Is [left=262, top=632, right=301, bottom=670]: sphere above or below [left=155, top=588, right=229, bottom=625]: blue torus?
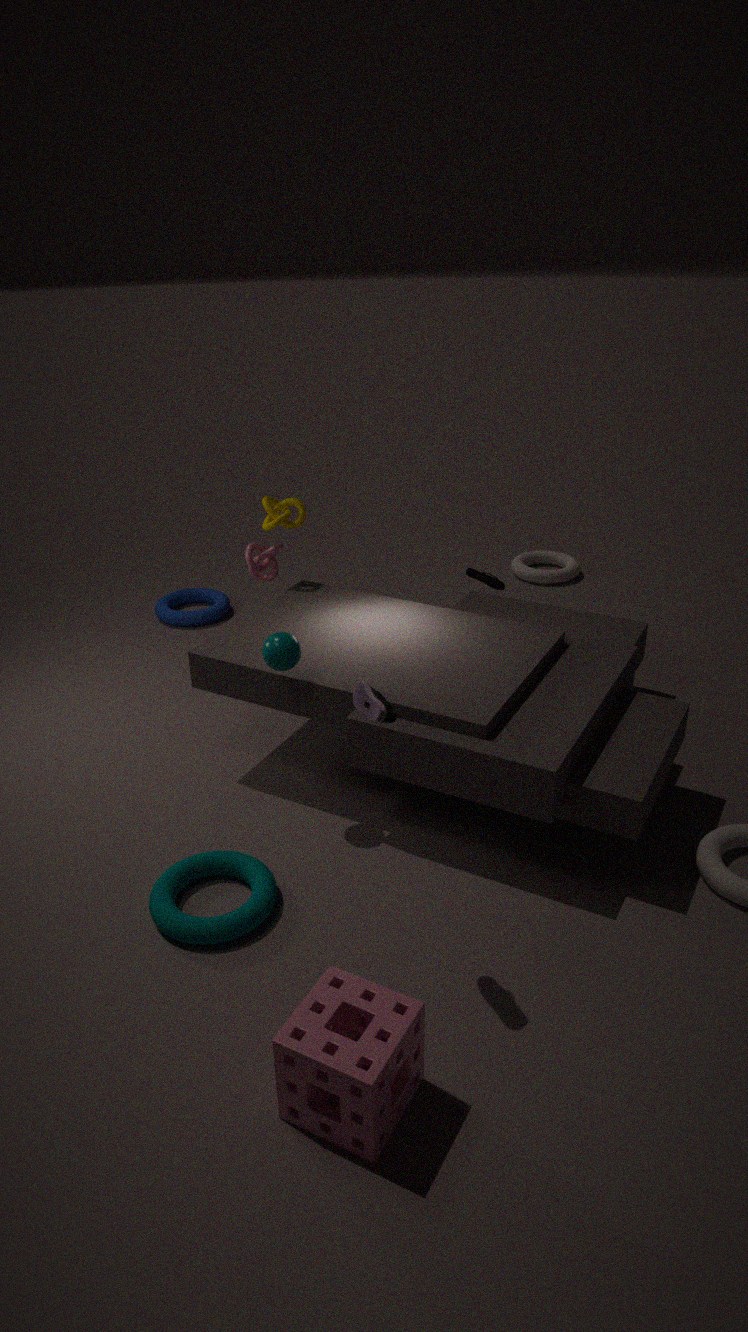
above
